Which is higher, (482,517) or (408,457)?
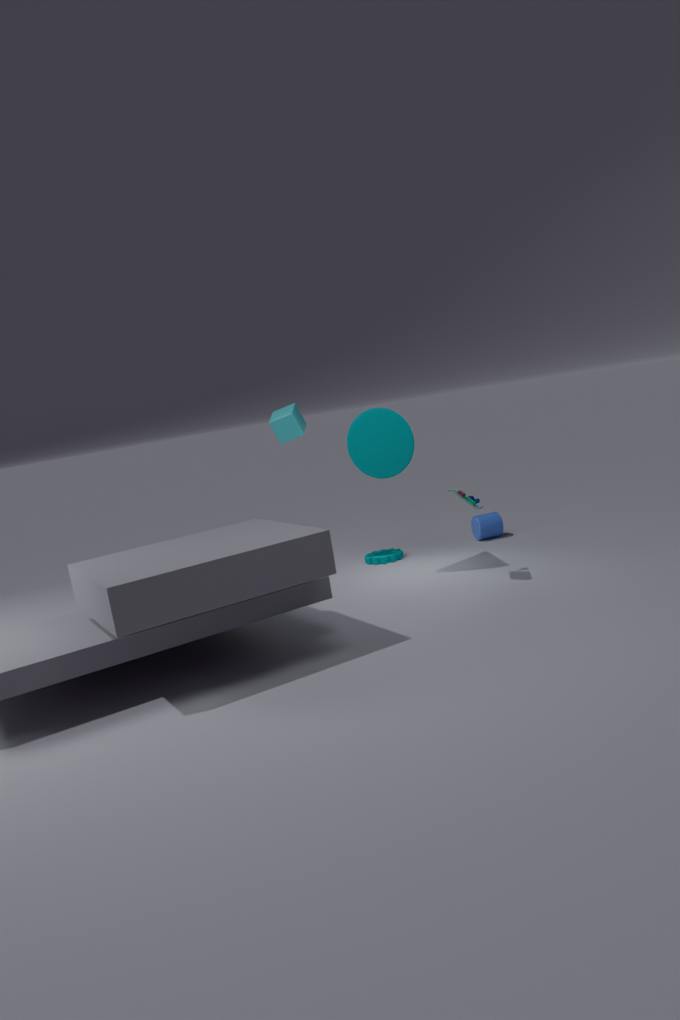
(408,457)
